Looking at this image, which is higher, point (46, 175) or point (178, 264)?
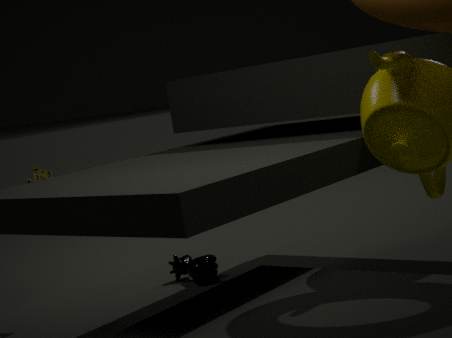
point (46, 175)
